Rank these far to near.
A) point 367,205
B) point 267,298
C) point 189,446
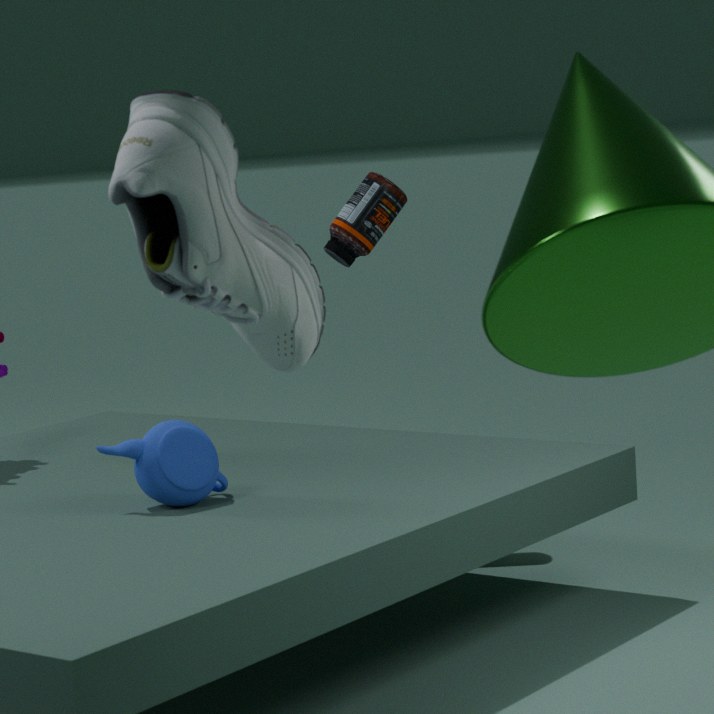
1. point 367,205
2. point 189,446
3. point 267,298
